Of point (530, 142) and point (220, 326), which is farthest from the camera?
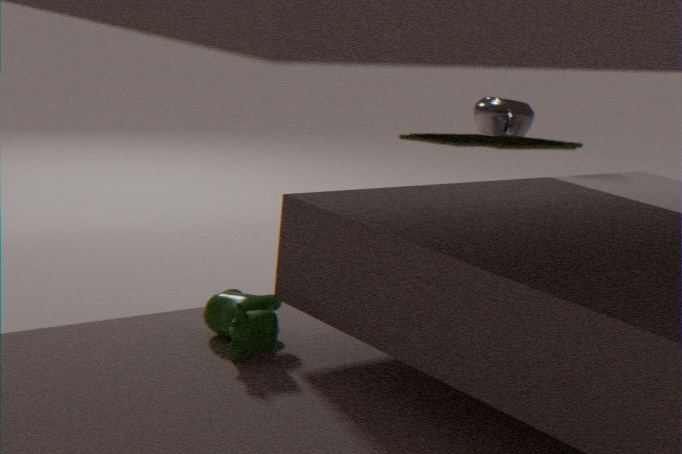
point (220, 326)
